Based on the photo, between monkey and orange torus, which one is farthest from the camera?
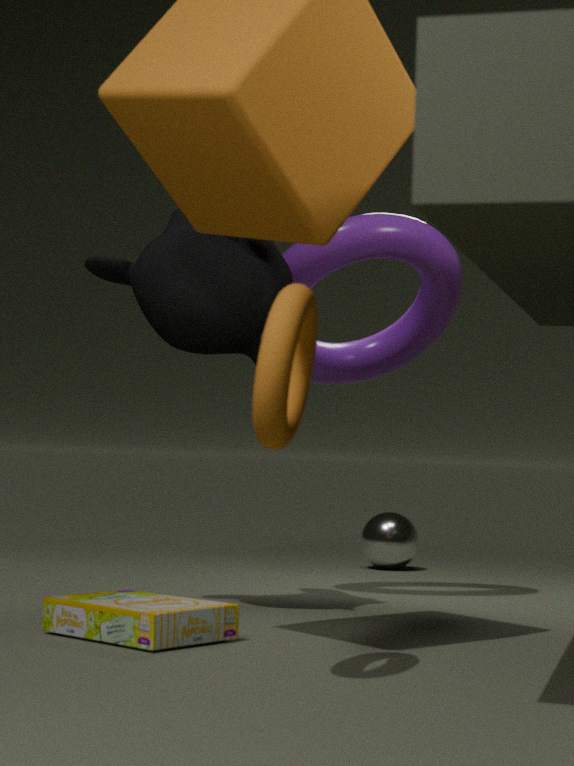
monkey
